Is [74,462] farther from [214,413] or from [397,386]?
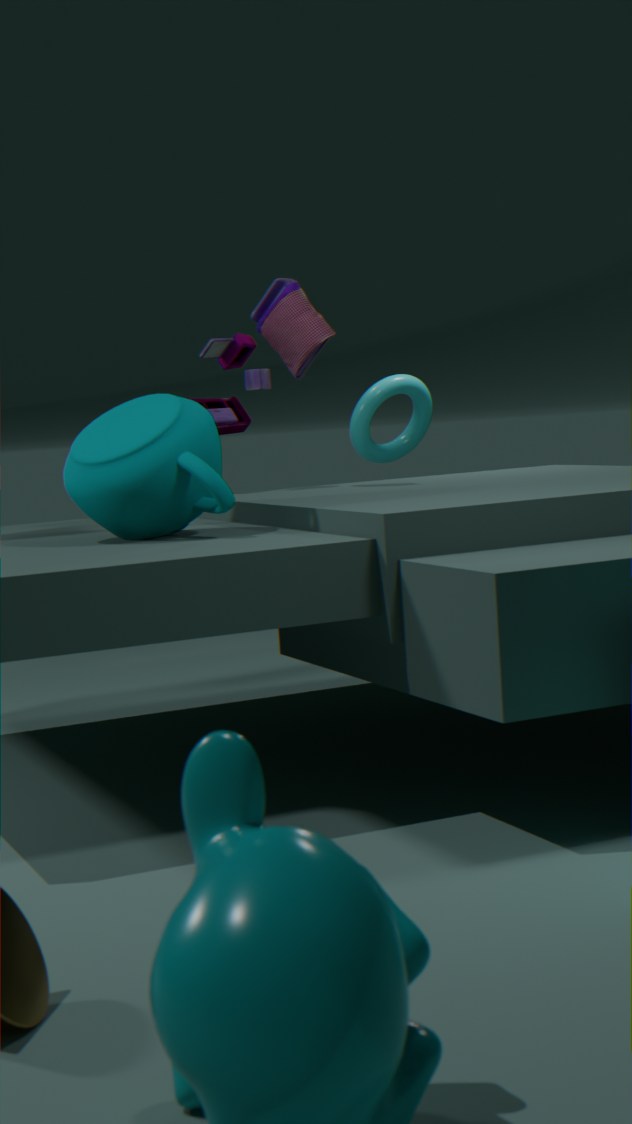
[397,386]
